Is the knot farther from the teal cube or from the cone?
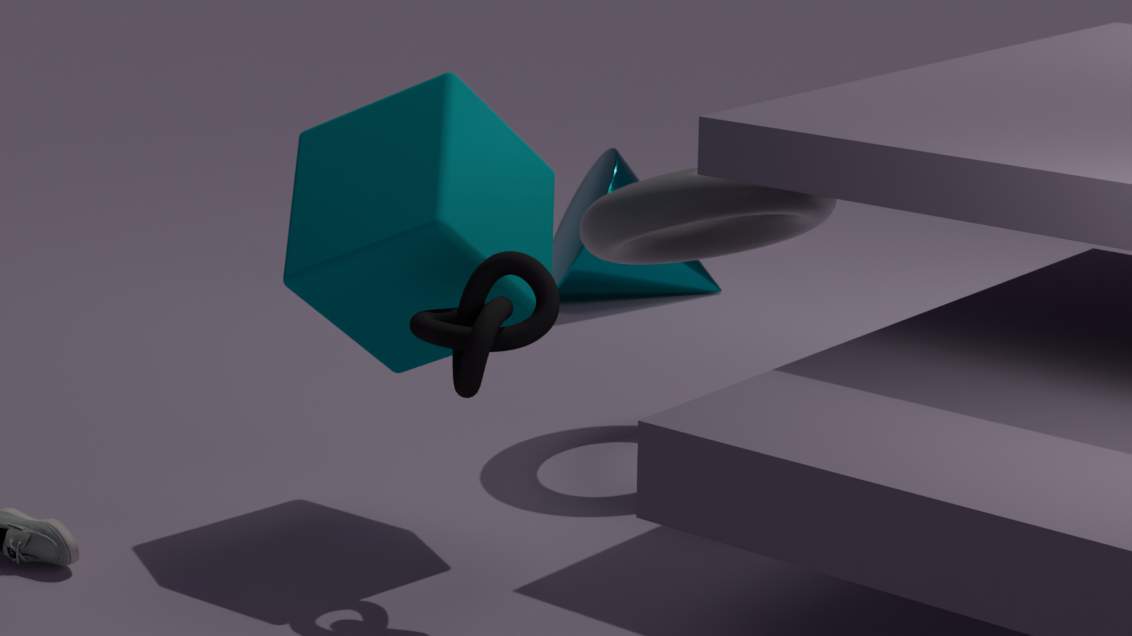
the cone
